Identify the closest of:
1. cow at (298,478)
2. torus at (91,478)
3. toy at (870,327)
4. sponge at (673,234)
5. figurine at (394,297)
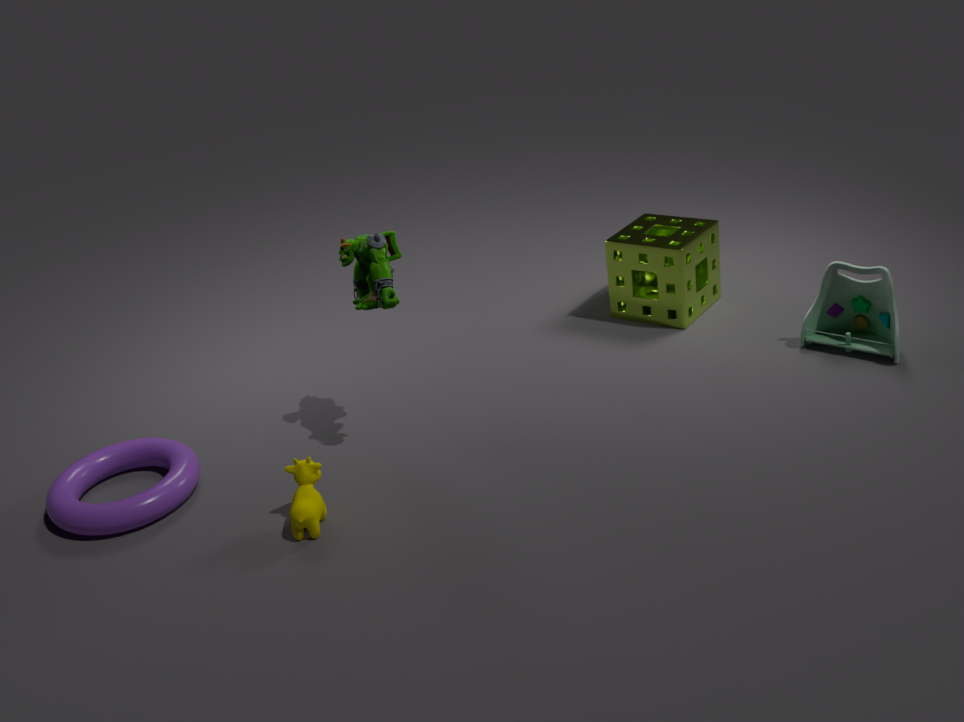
cow at (298,478)
